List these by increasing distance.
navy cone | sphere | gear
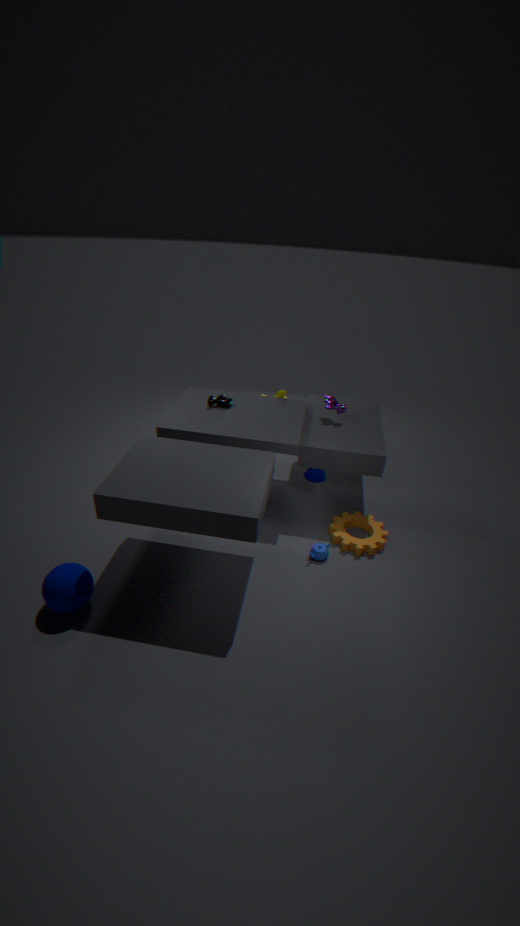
sphere, gear, navy cone
